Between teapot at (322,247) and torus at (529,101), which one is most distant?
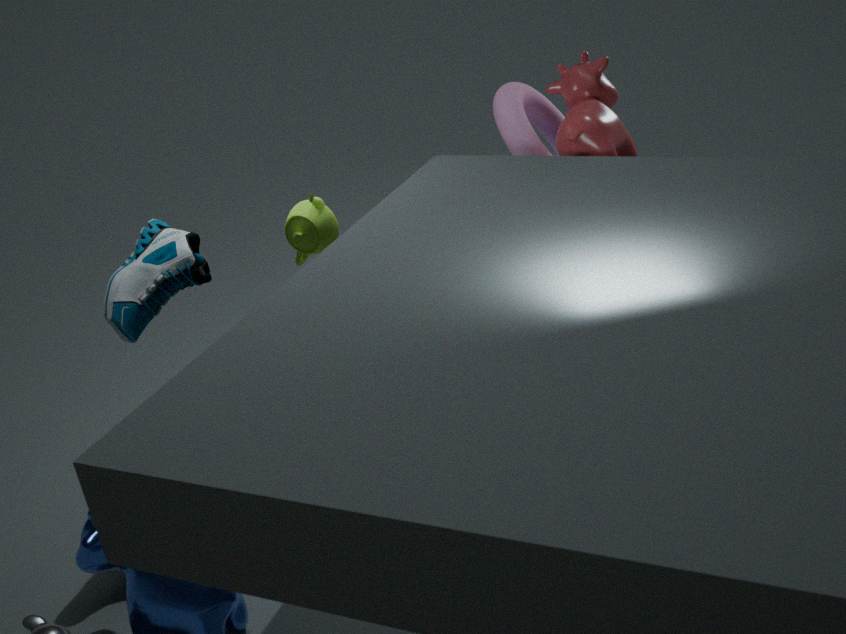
torus at (529,101)
